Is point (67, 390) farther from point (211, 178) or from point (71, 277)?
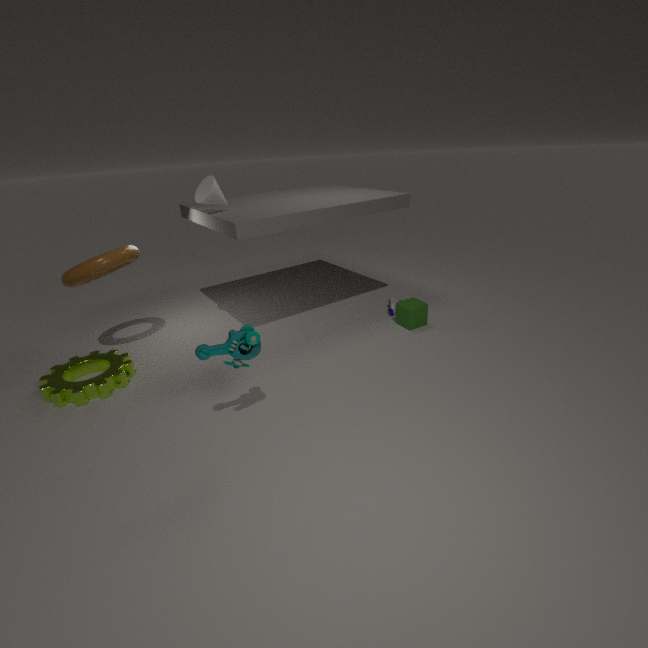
point (211, 178)
